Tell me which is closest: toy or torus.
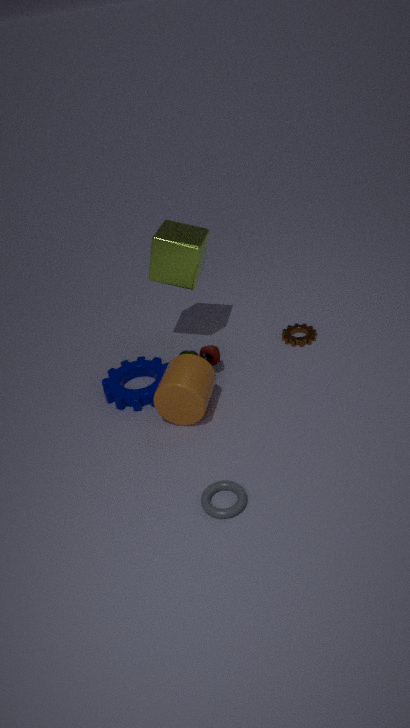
torus
